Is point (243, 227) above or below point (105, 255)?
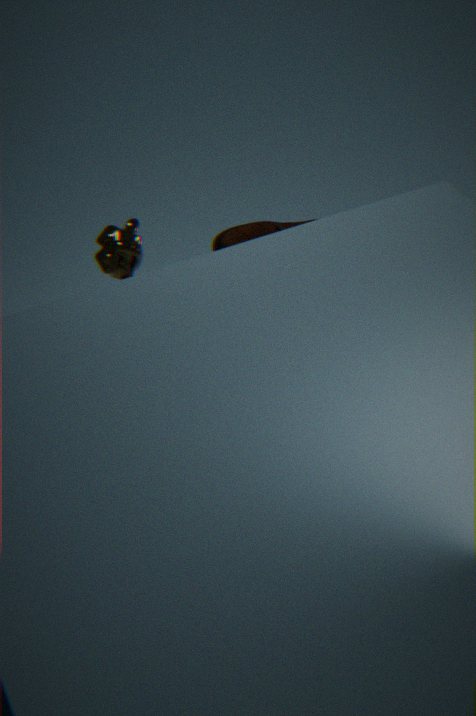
above
